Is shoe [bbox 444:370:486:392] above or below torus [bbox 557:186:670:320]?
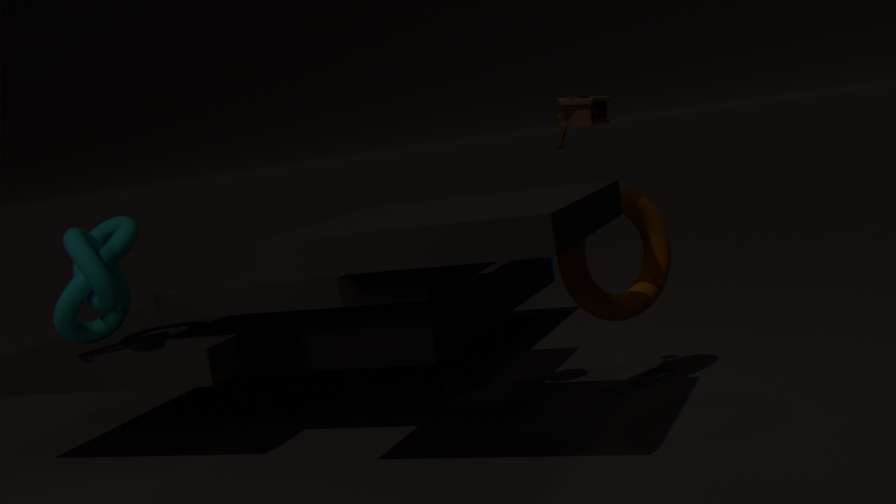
below
